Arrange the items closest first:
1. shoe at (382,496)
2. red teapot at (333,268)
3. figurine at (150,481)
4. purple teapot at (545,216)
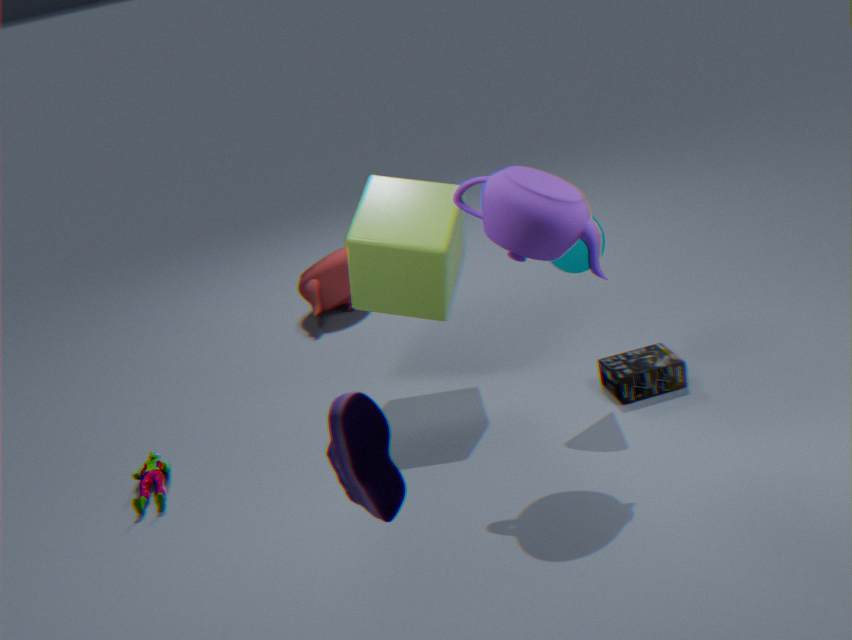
1. shoe at (382,496)
2. purple teapot at (545,216)
3. figurine at (150,481)
4. red teapot at (333,268)
